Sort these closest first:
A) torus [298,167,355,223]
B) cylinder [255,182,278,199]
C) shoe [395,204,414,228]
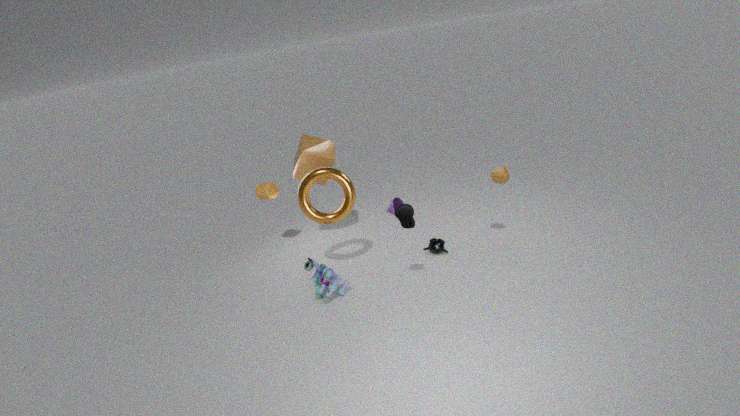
shoe [395,204,414,228], torus [298,167,355,223], cylinder [255,182,278,199]
